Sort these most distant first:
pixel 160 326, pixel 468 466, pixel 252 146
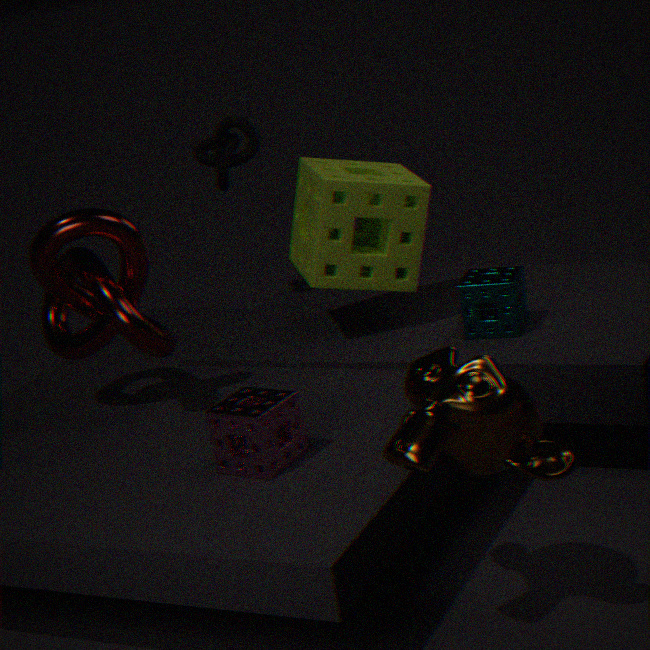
1. pixel 252 146
2. pixel 160 326
3. pixel 468 466
